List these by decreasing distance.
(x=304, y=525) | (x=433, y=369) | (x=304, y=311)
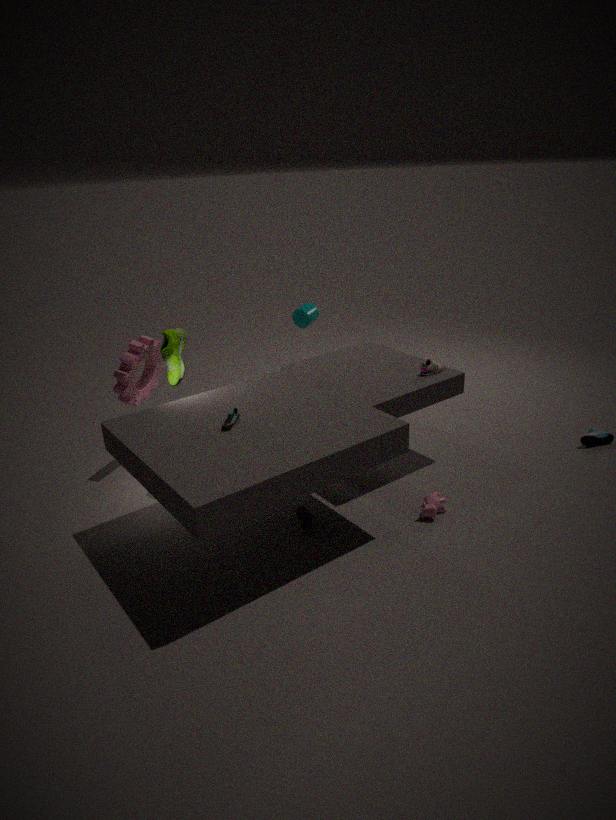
(x=304, y=311) < (x=433, y=369) < (x=304, y=525)
